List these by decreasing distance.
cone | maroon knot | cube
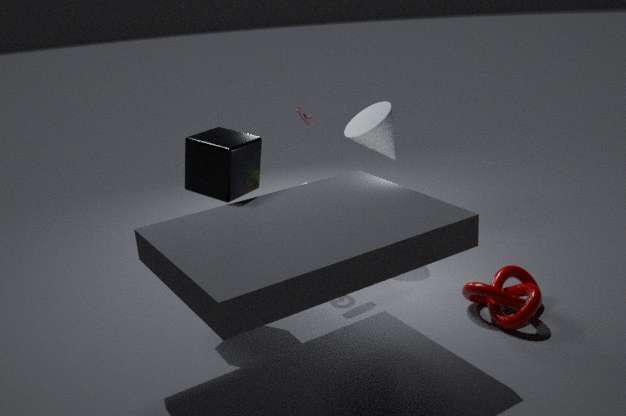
cone
cube
maroon knot
